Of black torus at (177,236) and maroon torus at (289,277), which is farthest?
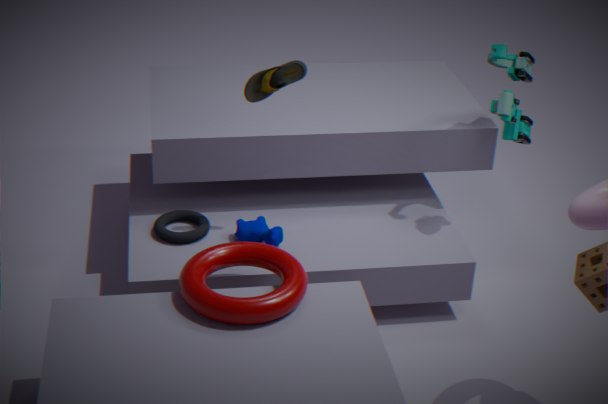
black torus at (177,236)
